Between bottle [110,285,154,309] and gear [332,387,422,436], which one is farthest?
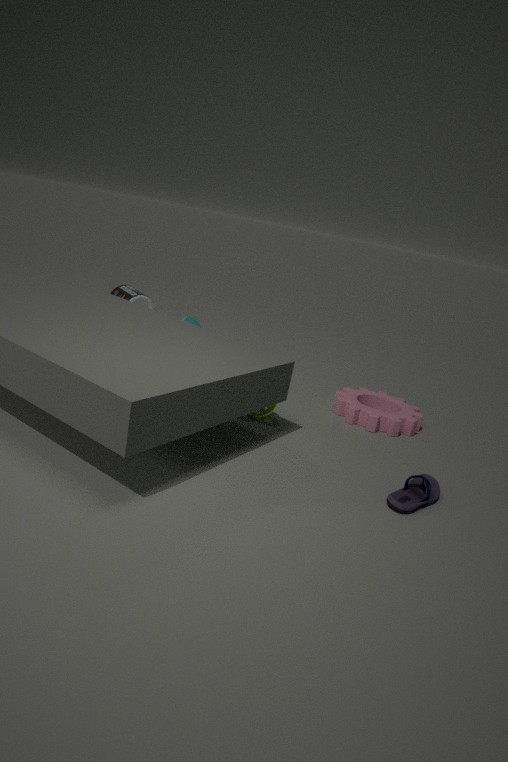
bottle [110,285,154,309]
